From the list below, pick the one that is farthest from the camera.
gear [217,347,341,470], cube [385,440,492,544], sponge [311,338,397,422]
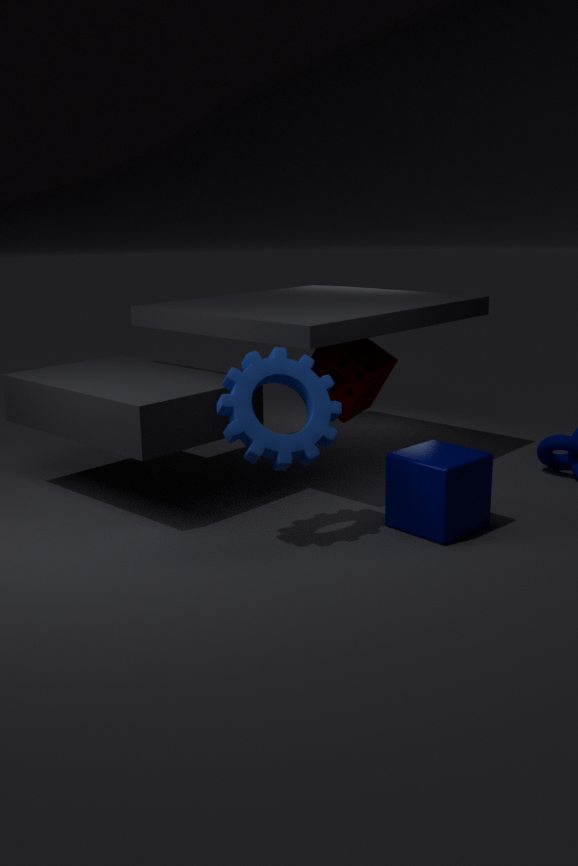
sponge [311,338,397,422]
